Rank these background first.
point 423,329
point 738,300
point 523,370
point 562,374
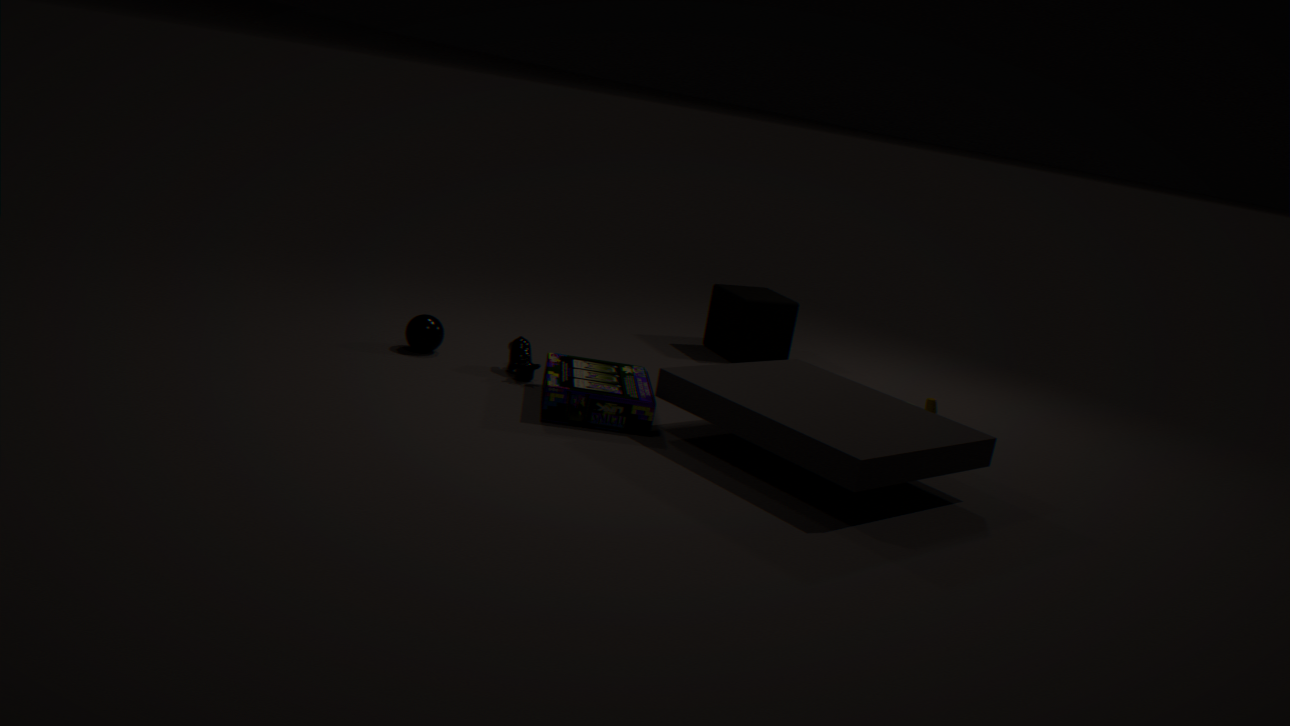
point 738,300 → point 423,329 → point 523,370 → point 562,374
